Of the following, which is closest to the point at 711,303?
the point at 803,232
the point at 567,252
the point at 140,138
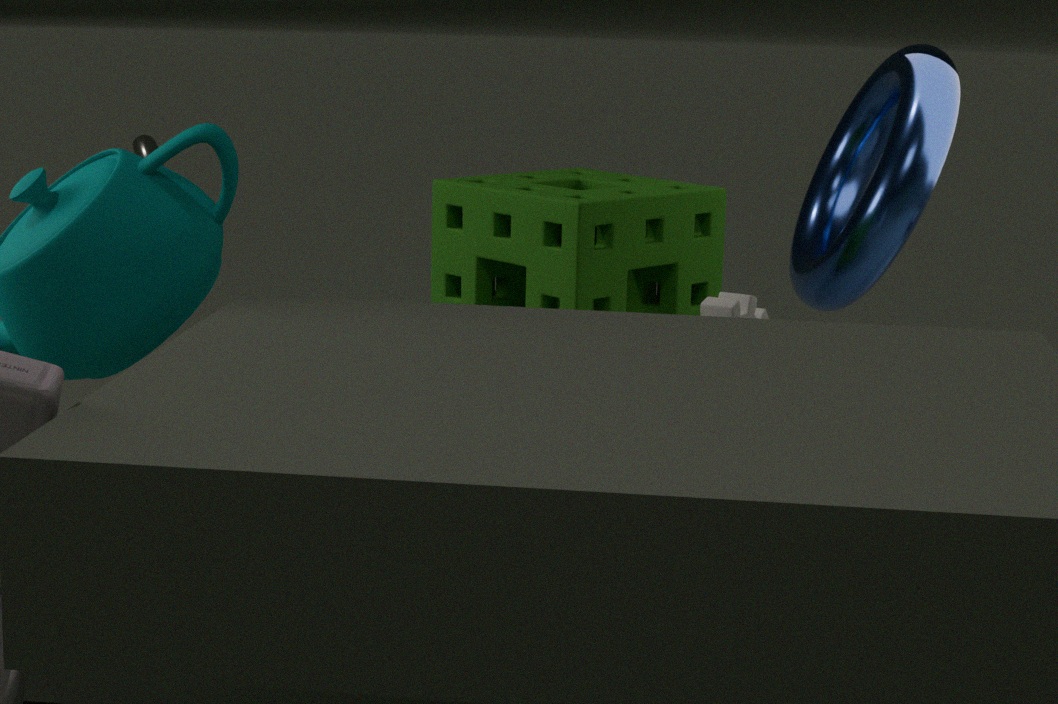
the point at 567,252
